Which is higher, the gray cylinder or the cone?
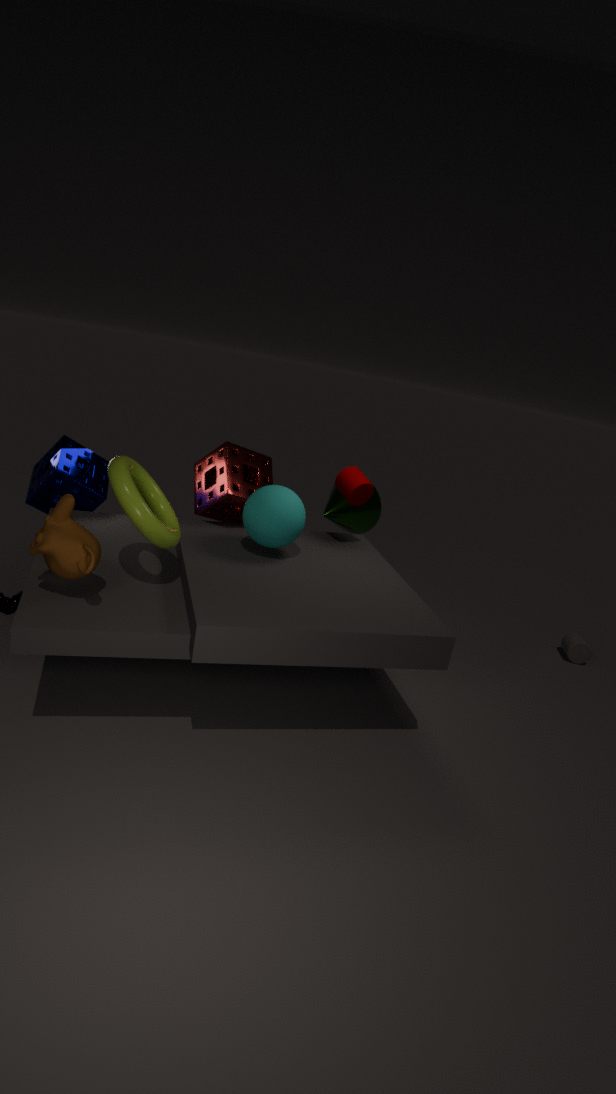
the cone
